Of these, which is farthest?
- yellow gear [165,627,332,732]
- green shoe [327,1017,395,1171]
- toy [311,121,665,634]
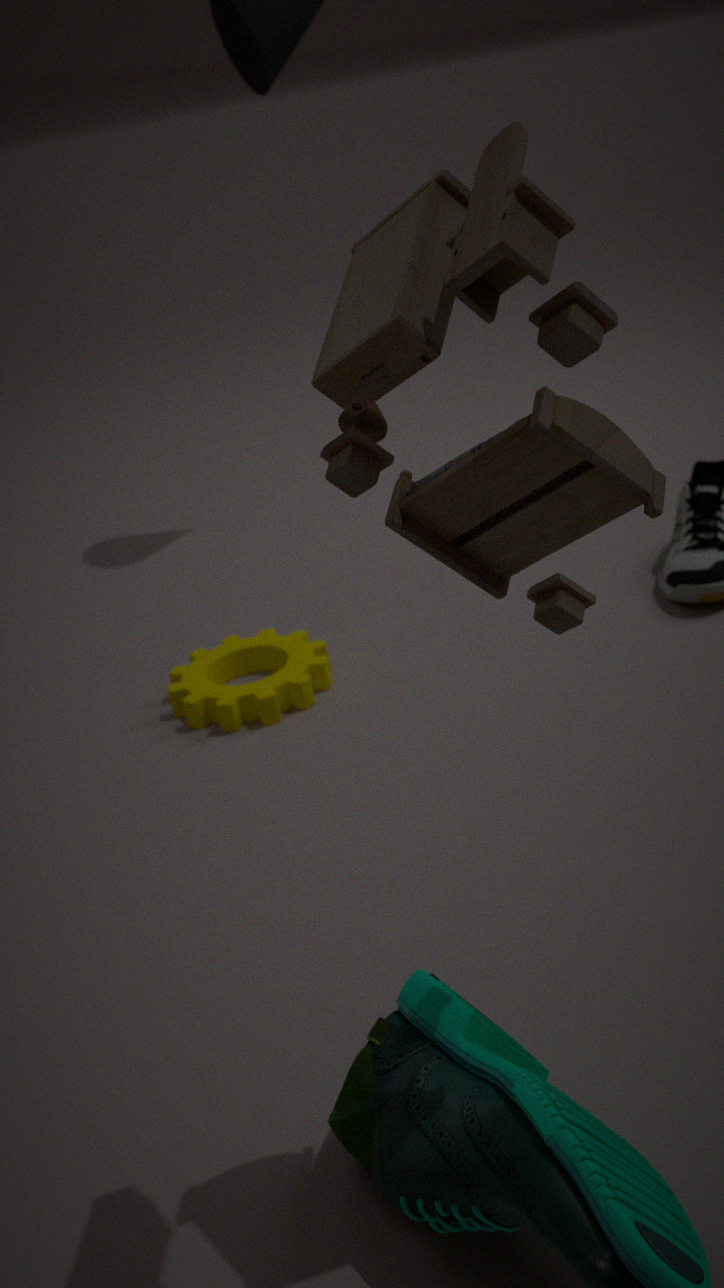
yellow gear [165,627,332,732]
